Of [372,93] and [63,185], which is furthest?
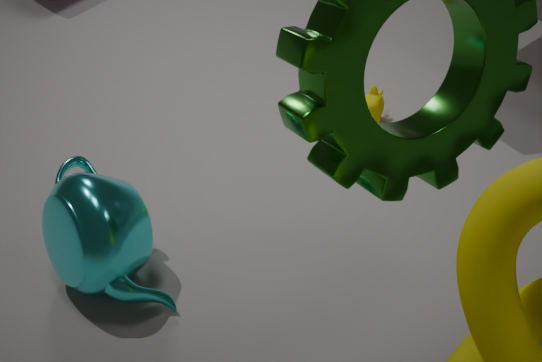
[372,93]
